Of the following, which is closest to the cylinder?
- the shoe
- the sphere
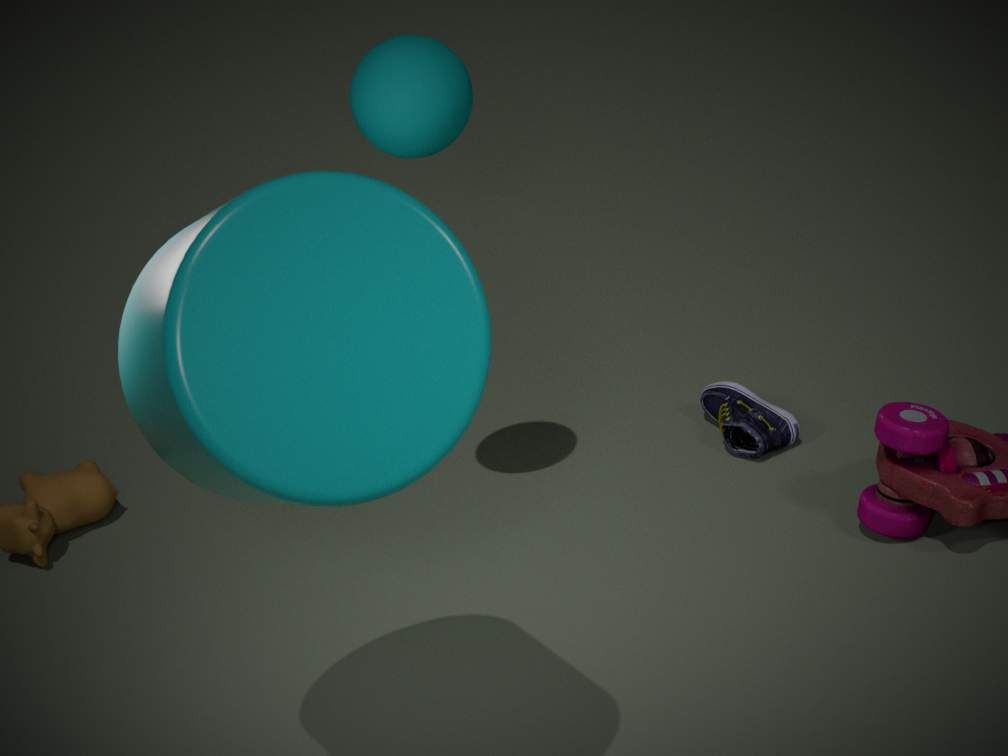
the sphere
